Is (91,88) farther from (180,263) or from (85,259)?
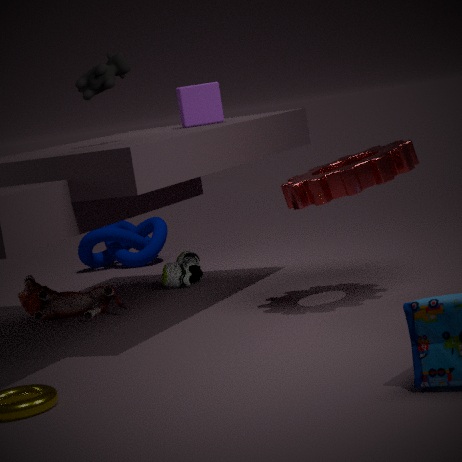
(85,259)
